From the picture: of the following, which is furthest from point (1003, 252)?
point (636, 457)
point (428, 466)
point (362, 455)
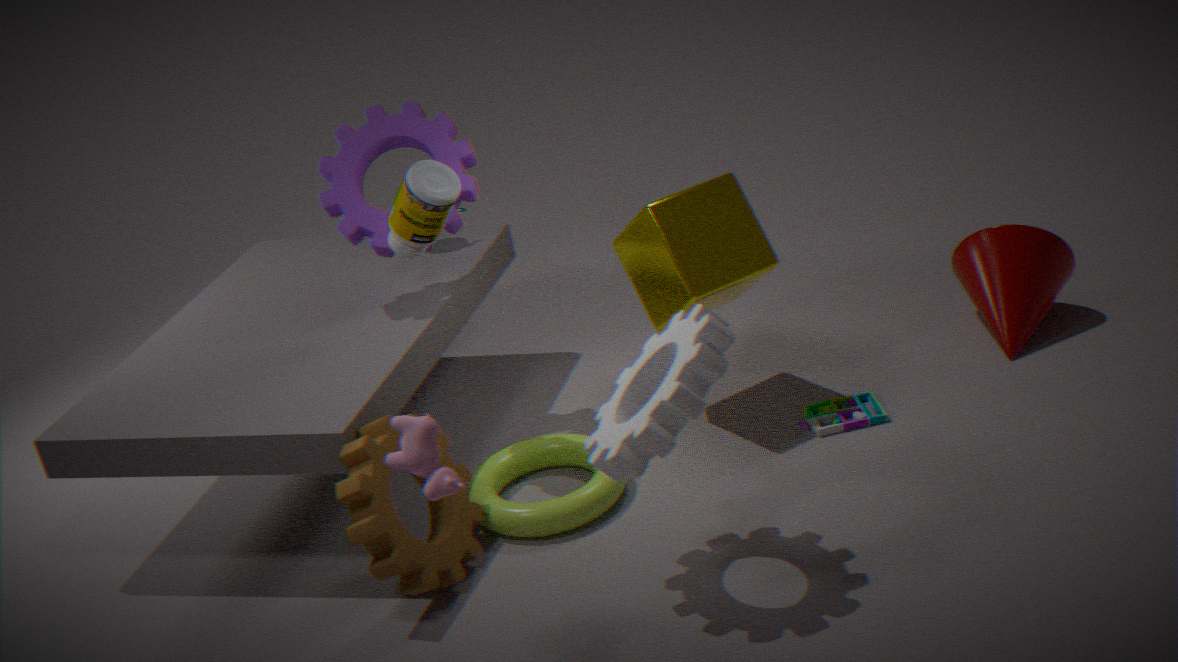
point (428, 466)
